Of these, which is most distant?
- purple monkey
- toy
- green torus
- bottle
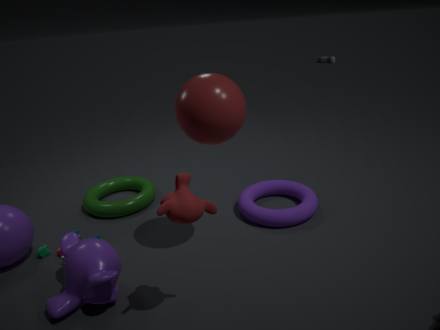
bottle
